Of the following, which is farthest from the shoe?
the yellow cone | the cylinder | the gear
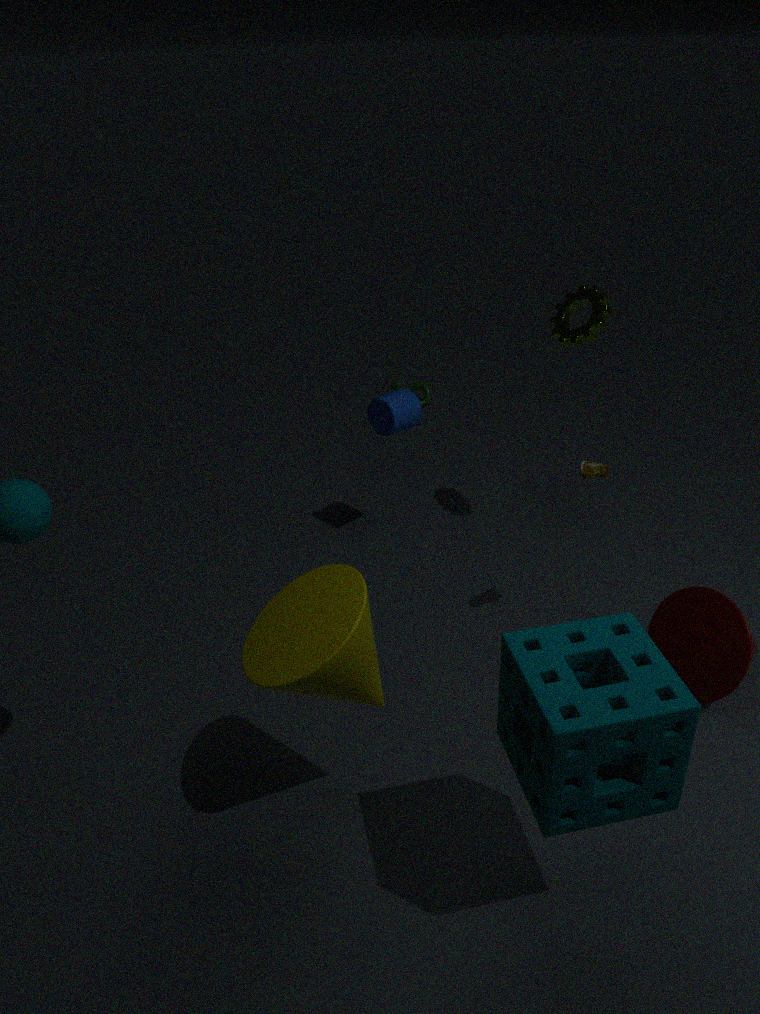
the yellow cone
